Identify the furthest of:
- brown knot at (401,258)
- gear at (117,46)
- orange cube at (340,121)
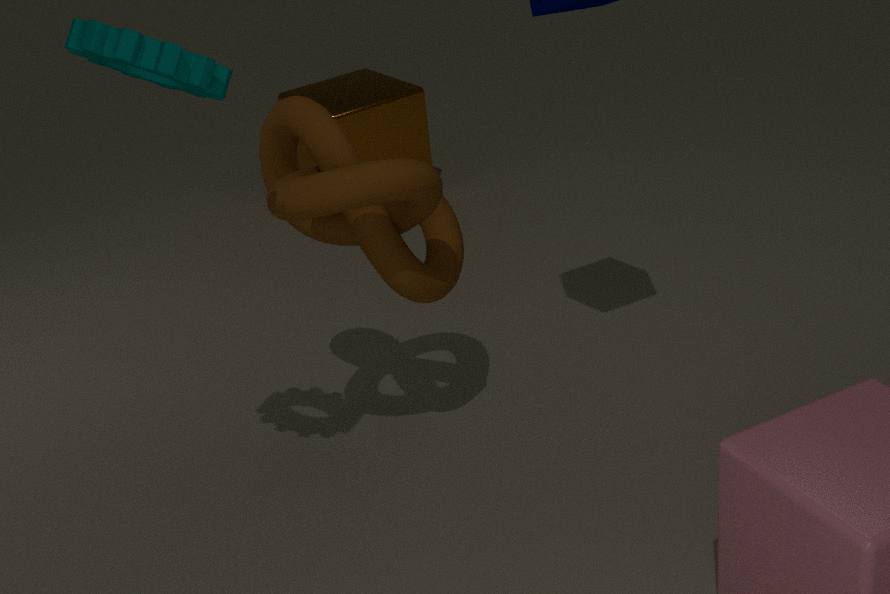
orange cube at (340,121)
